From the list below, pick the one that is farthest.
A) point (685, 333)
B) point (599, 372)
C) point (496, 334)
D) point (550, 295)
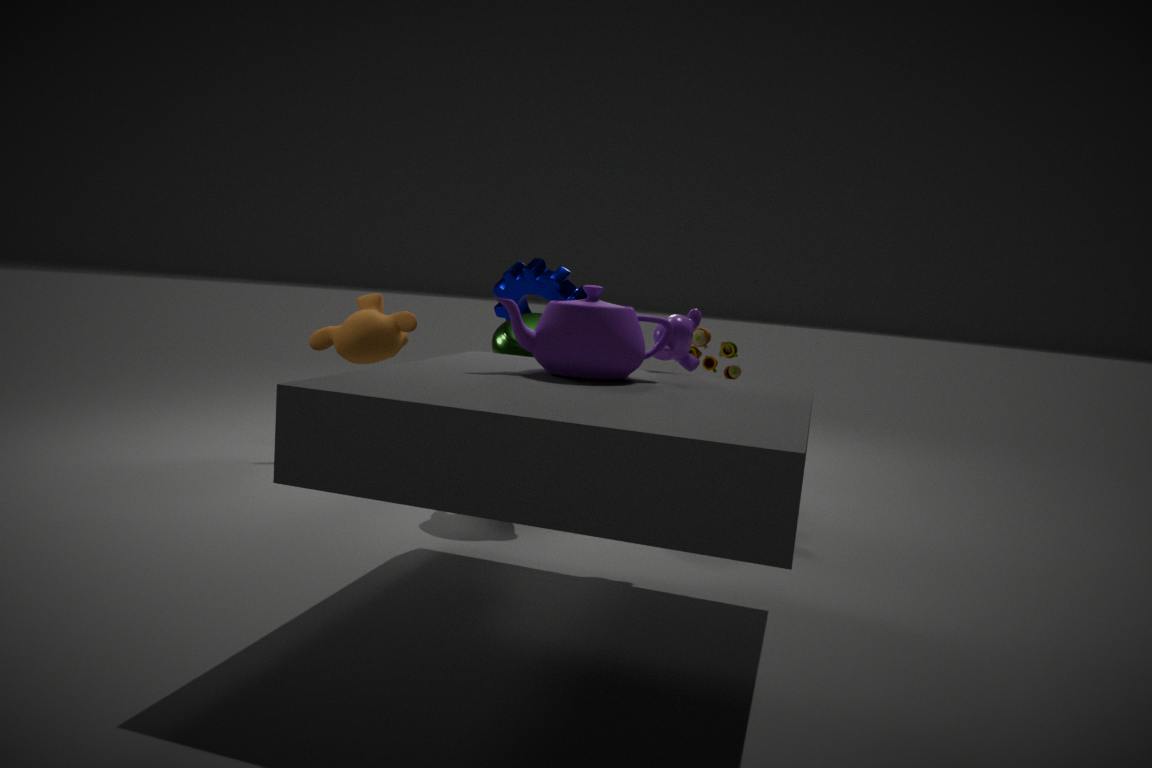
point (550, 295)
